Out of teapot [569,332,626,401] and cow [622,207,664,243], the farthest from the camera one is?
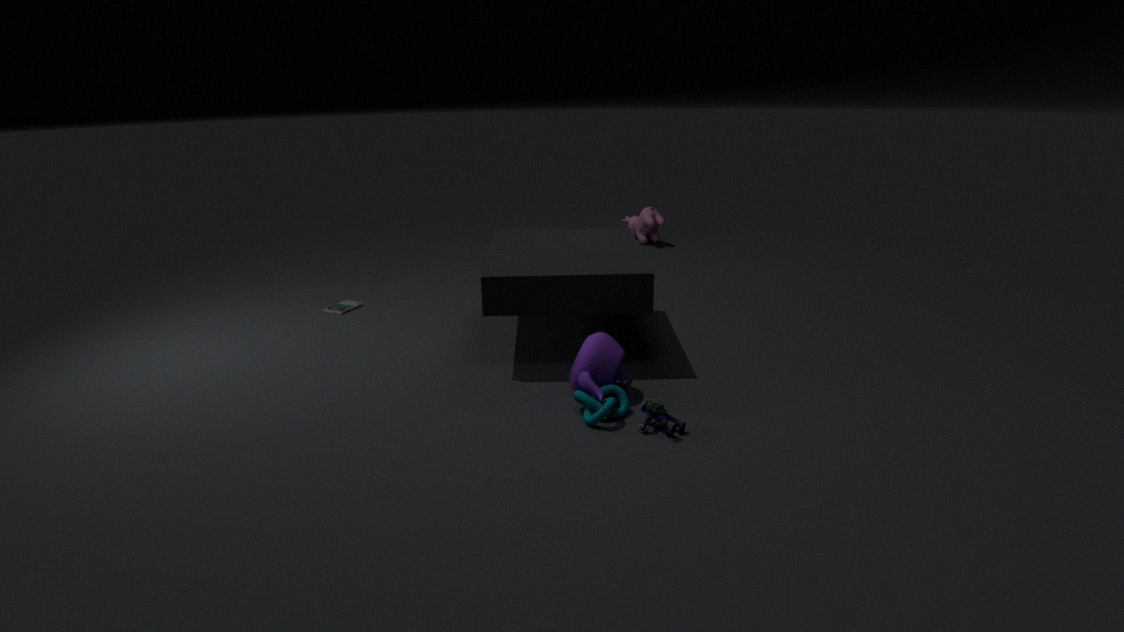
cow [622,207,664,243]
